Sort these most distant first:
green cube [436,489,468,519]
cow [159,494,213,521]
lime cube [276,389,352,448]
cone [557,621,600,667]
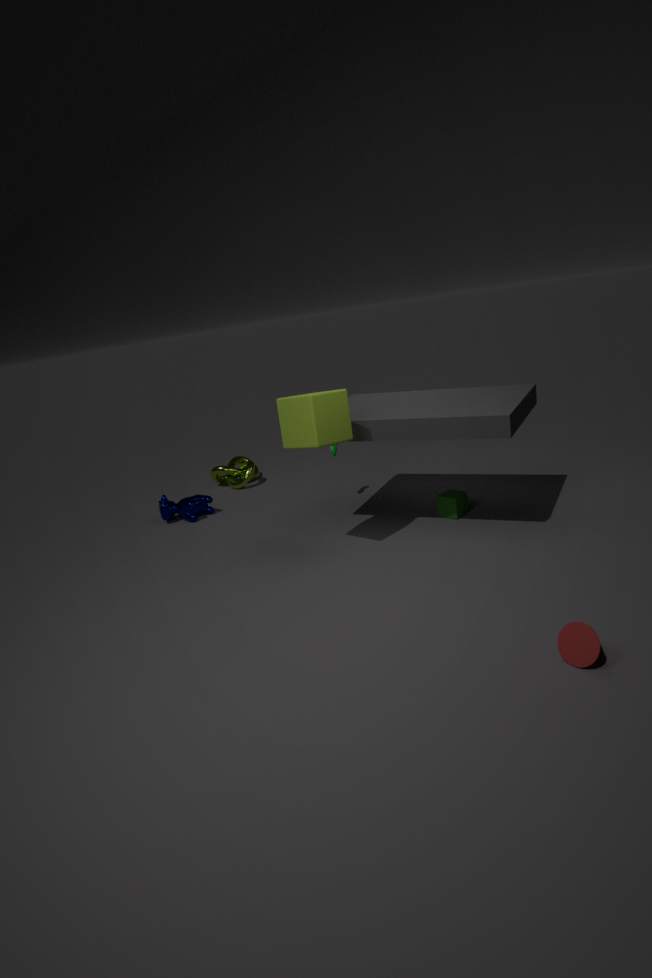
cow [159,494,213,521], green cube [436,489,468,519], lime cube [276,389,352,448], cone [557,621,600,667]
